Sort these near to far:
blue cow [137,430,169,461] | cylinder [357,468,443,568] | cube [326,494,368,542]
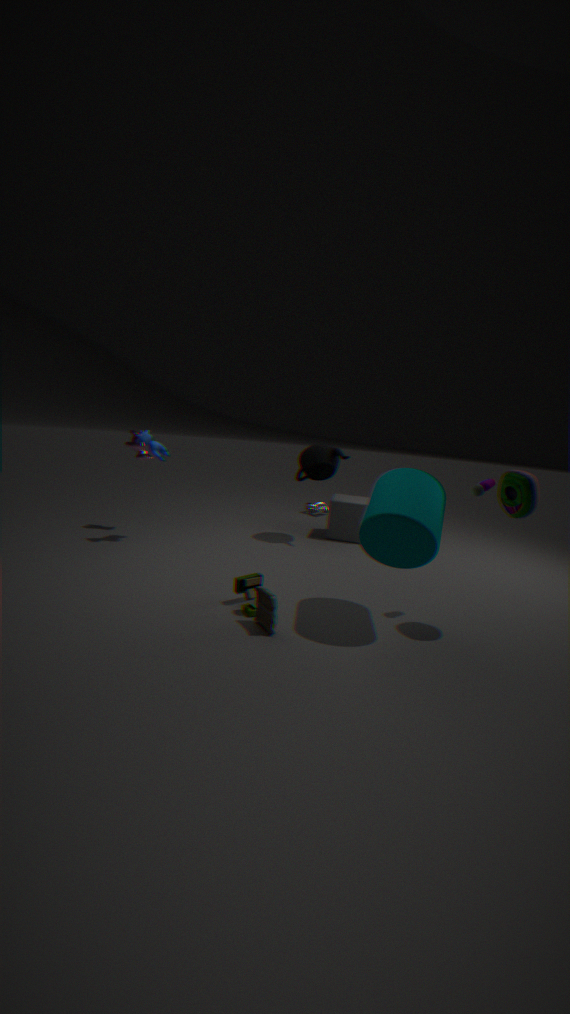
cylinder [357,468,443,568], blue cow [137,430,169,461], cube [326,494,368,542]
